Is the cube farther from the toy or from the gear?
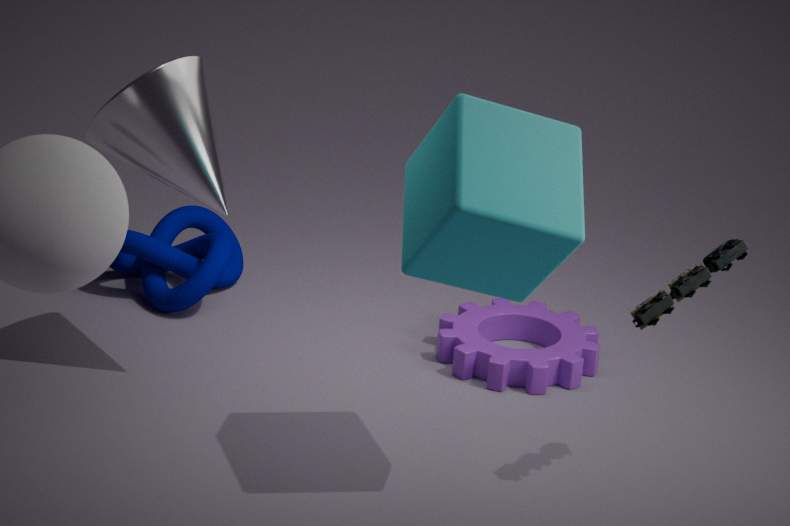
the gear
